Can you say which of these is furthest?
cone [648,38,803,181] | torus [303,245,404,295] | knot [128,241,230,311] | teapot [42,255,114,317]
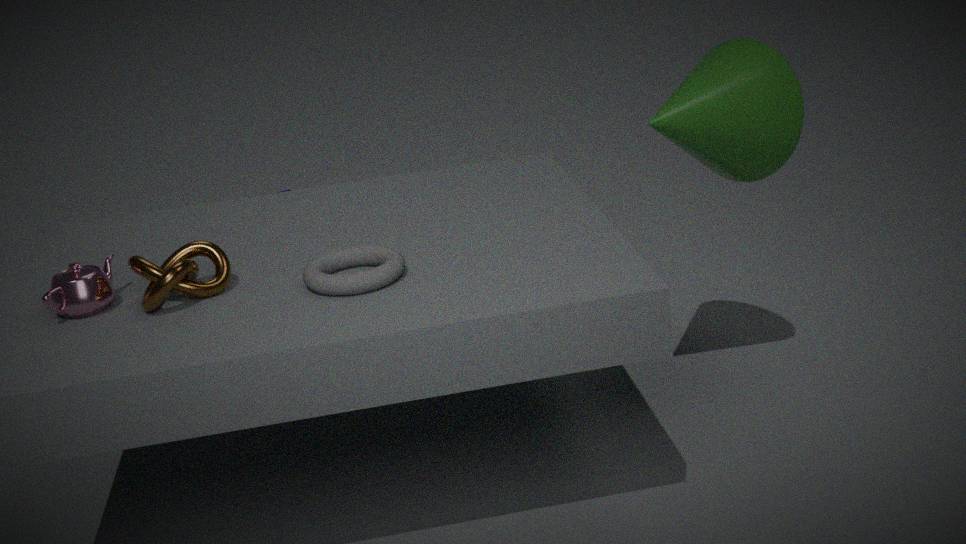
cone [648,38,803,181]
